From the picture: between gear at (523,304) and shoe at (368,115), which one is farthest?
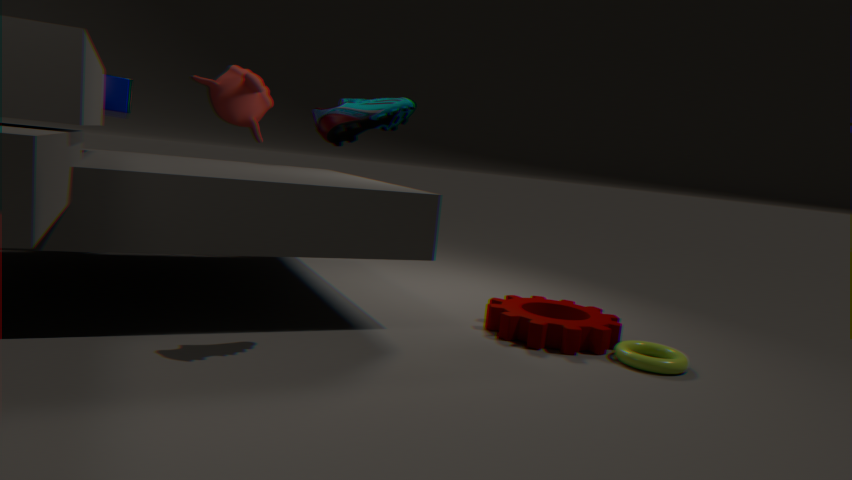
gear at (523,304)
